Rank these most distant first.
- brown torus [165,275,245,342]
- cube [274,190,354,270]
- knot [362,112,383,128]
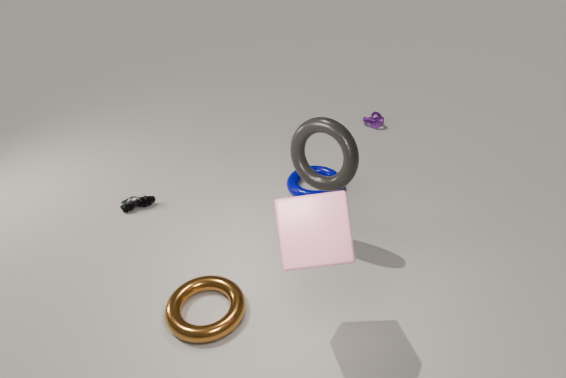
knot [362,112,383,128]
brown torus [165,275,245,342]
cube [274,190,354,270]
